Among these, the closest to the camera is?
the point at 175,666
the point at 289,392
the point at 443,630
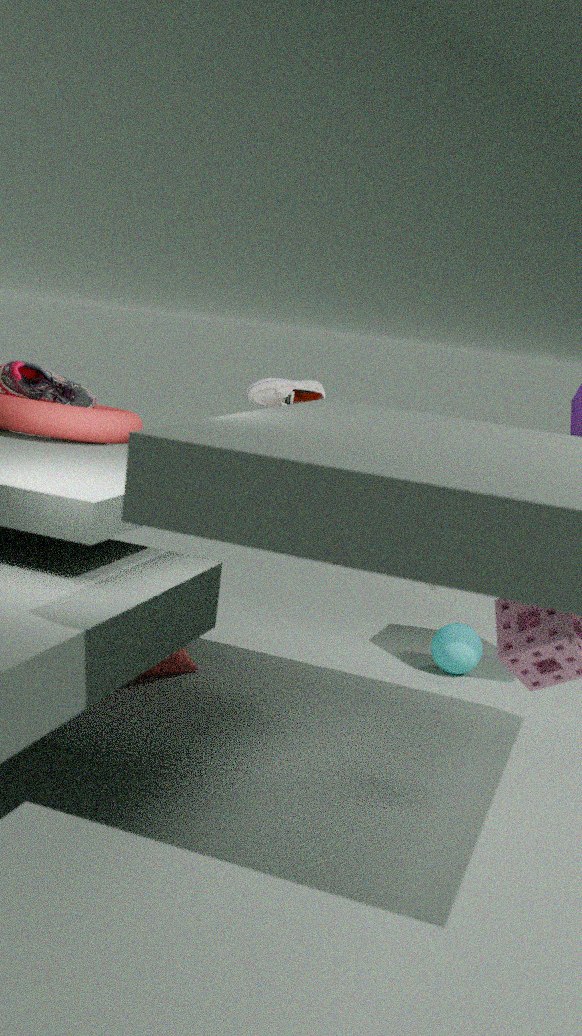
the point at 175,666
